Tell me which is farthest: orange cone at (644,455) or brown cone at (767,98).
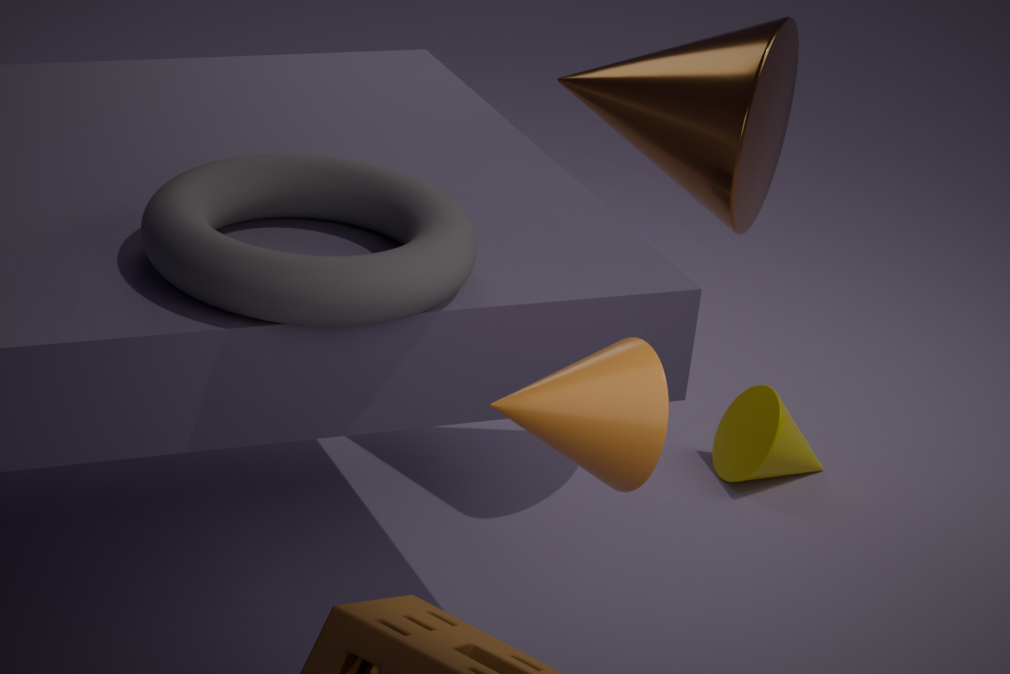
brown cone at (767,98)
